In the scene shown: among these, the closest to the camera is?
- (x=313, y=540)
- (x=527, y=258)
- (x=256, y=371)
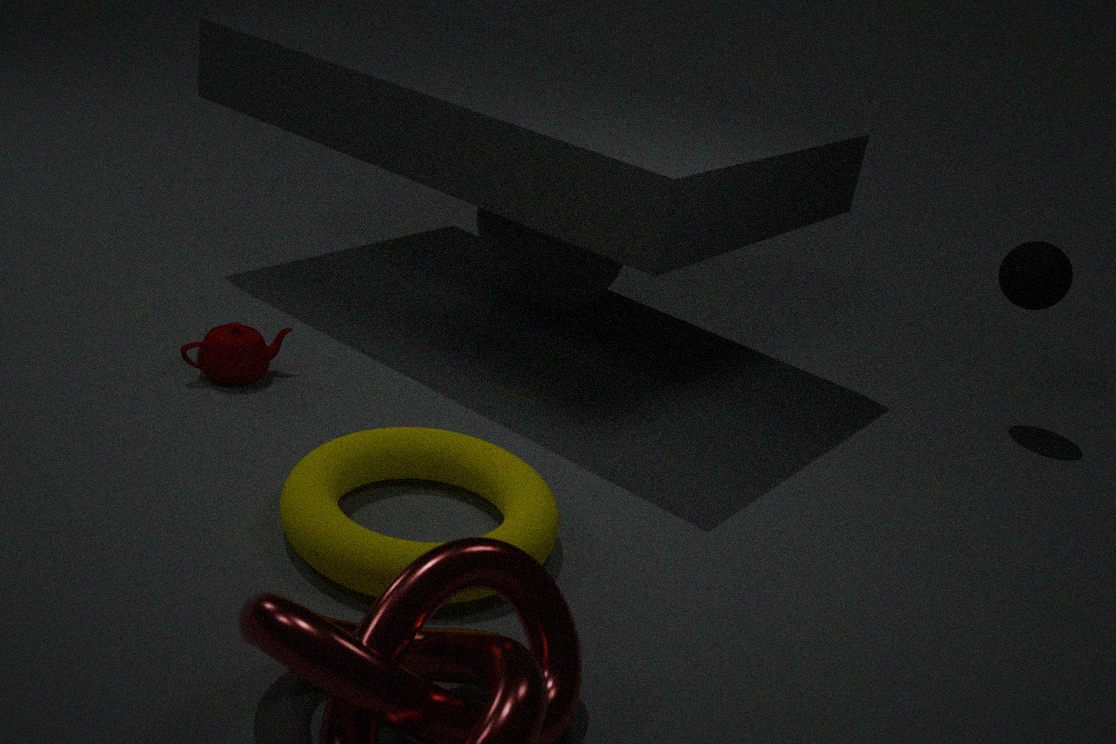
(x=313, y=540)
